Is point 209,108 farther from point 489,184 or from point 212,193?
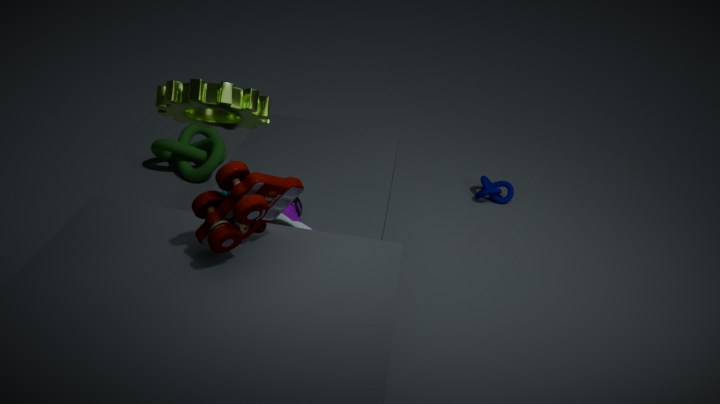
point 489,184
